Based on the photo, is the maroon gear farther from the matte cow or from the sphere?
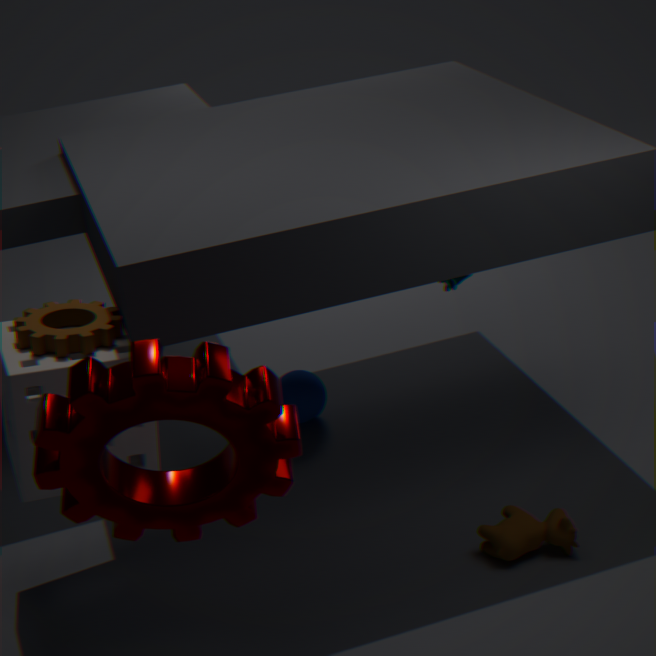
the sphere
